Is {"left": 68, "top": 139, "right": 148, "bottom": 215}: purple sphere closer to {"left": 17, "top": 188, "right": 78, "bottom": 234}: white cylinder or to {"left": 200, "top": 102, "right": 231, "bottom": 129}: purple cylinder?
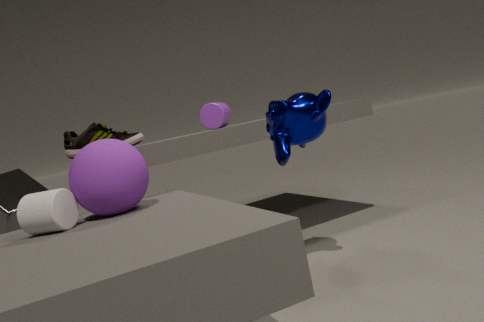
{"left": 17, "top": 188, "right": 78, "bottom": 234}: white cylinder
